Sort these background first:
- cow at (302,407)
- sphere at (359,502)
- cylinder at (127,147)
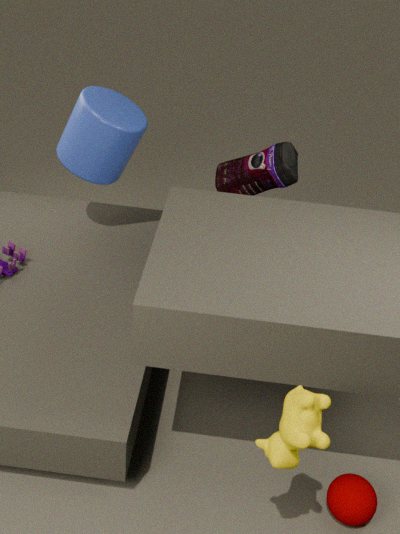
cylinder at (127,147) < sphere at (359,502) < cow at (302,407)
